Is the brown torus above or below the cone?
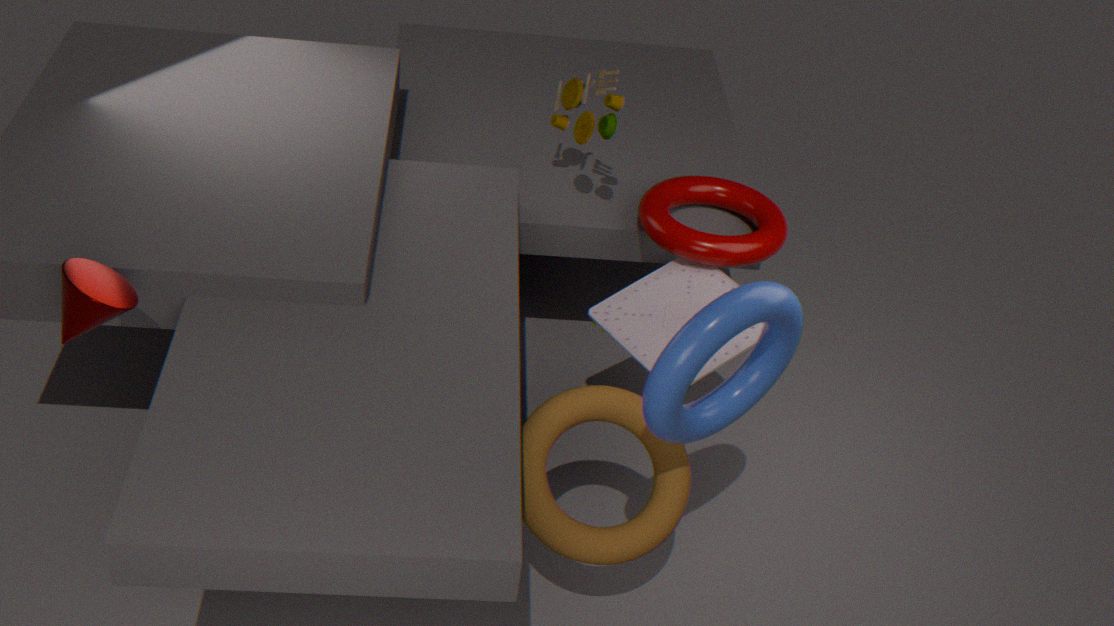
below
